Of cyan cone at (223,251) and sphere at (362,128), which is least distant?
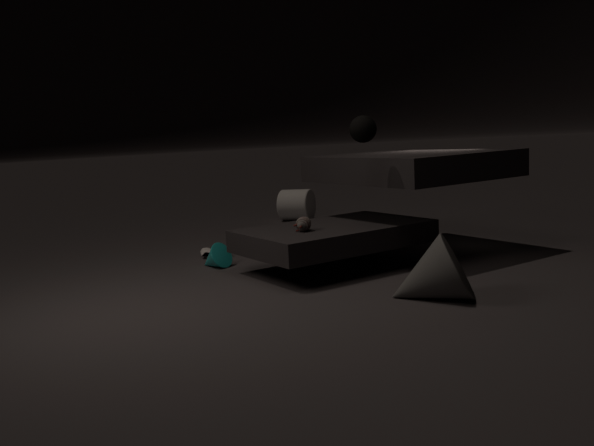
sphere at (362,128)
